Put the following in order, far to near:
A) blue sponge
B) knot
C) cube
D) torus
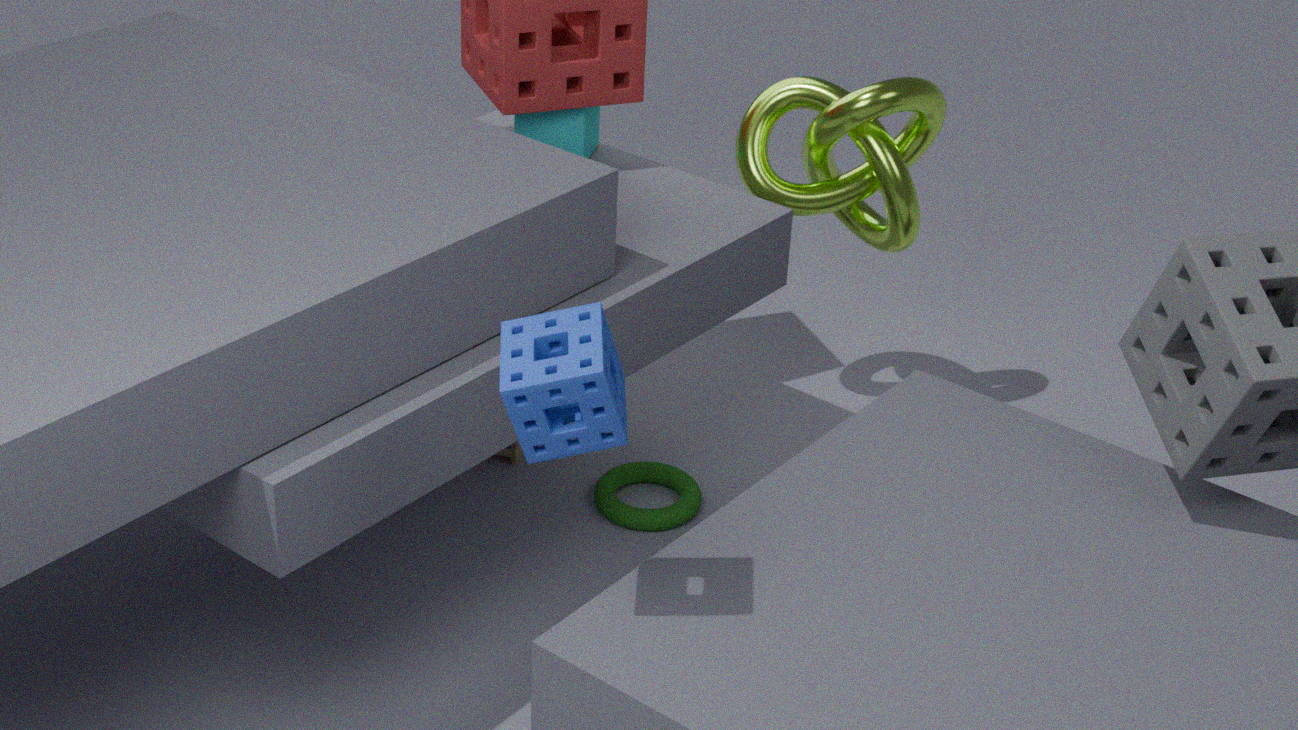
cube
torus
knot
blue sponge
